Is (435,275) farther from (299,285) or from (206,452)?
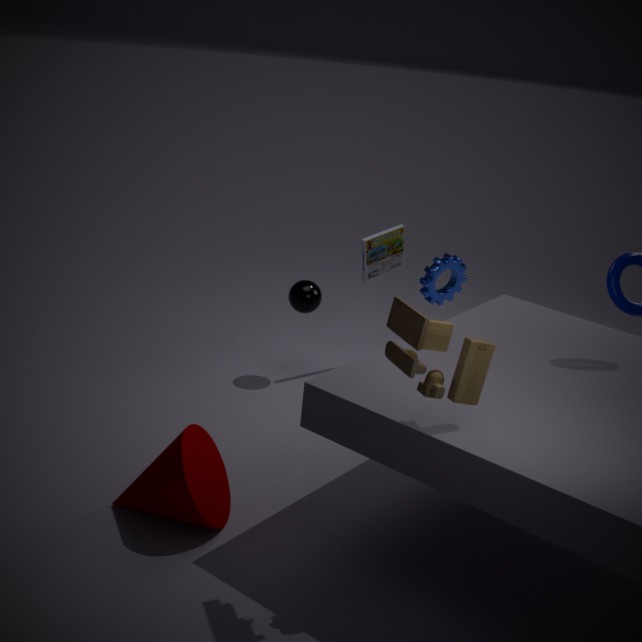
(206,452)
